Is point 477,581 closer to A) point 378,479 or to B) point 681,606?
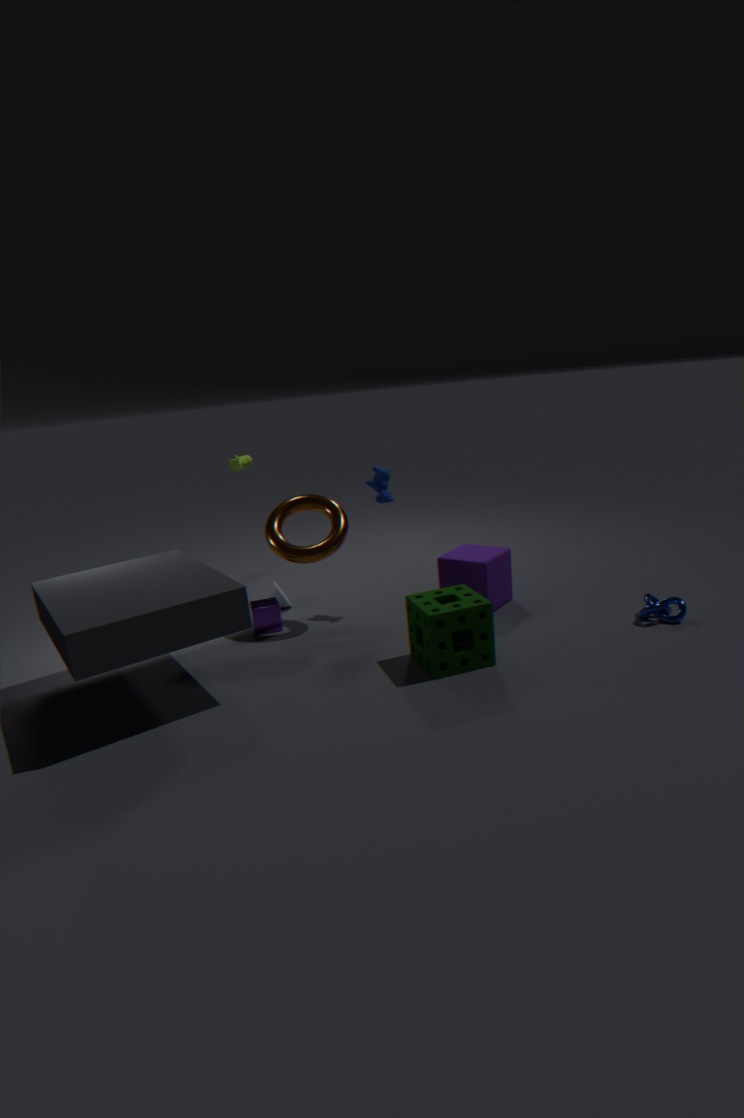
A) point 378,479
